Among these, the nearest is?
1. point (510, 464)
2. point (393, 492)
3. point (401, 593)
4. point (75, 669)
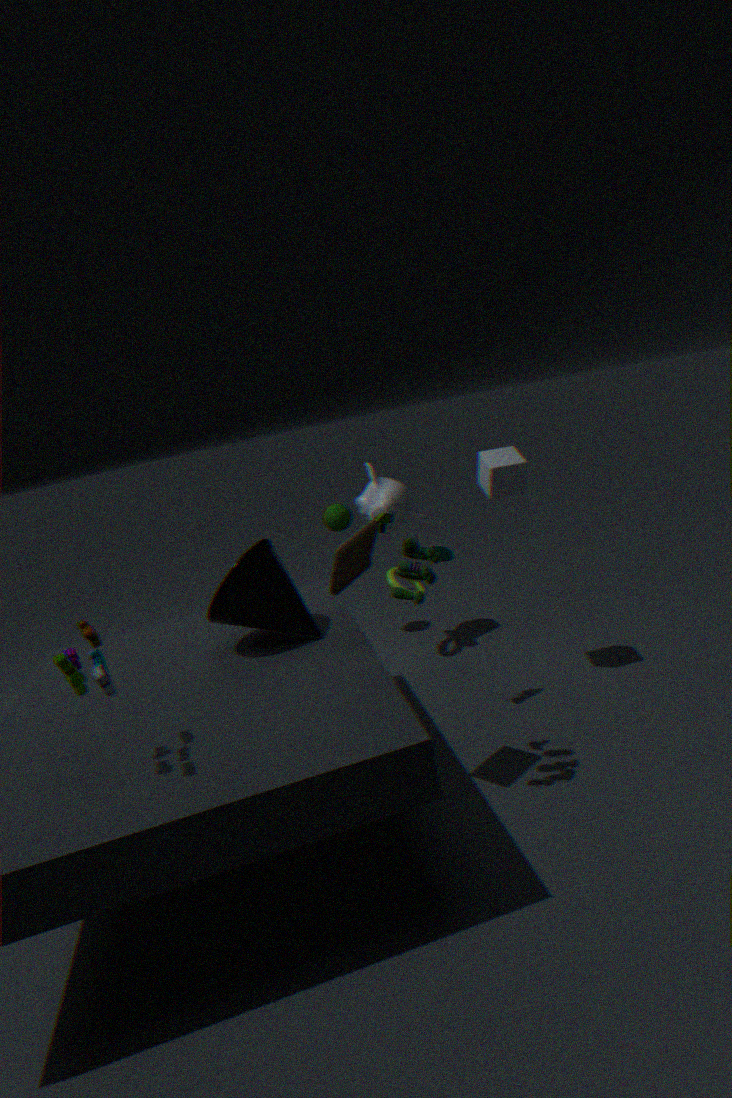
point (75, 669)
